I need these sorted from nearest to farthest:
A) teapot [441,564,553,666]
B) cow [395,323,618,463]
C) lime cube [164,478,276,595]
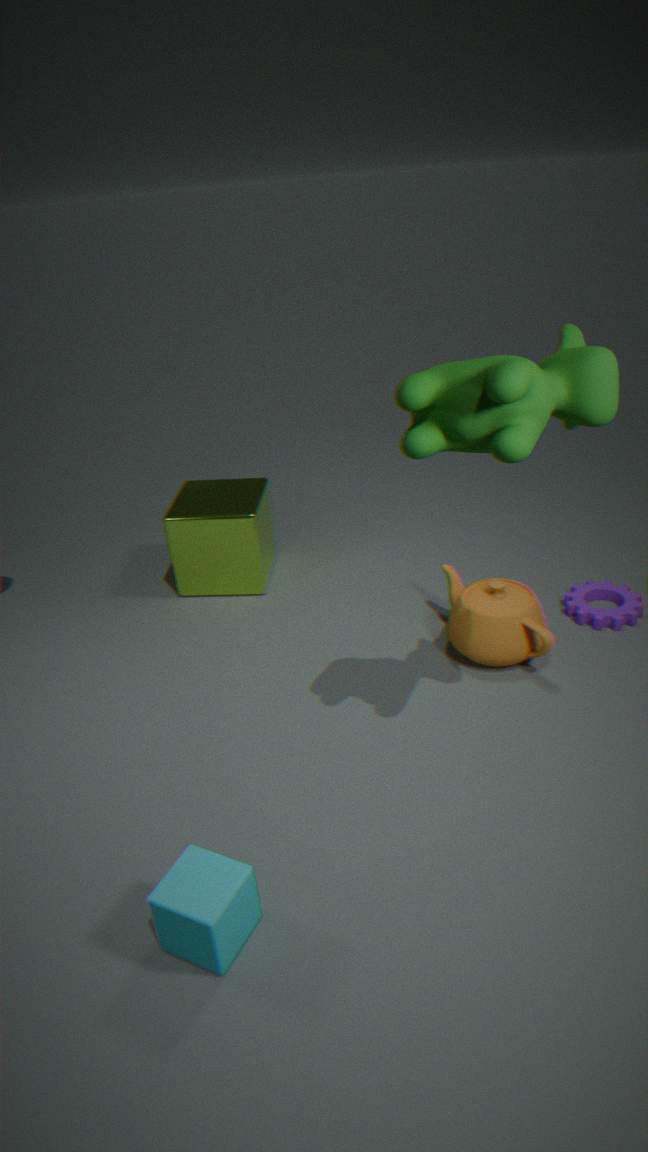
cow [395,323,618,463], teapot [441,564,553,666], lime cube [164,478,276,595]
